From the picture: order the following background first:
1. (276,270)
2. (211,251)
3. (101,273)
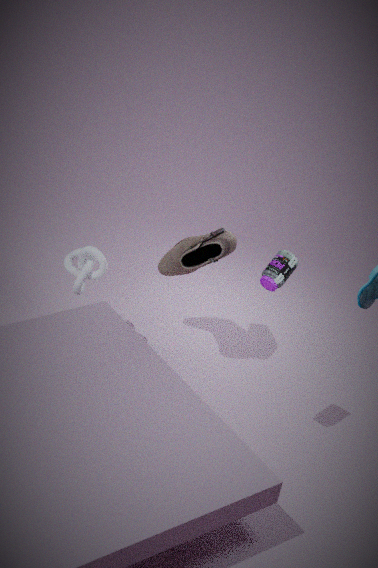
(211,251) < (101,273) < (276,270)
